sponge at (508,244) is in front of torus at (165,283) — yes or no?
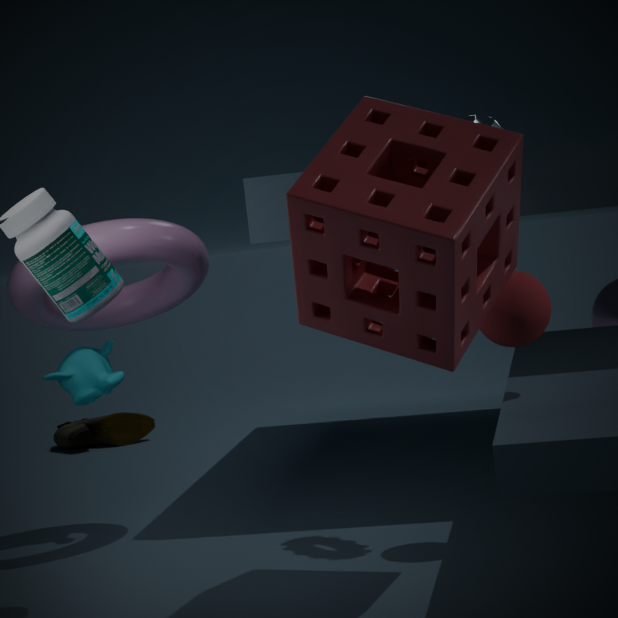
Yes
